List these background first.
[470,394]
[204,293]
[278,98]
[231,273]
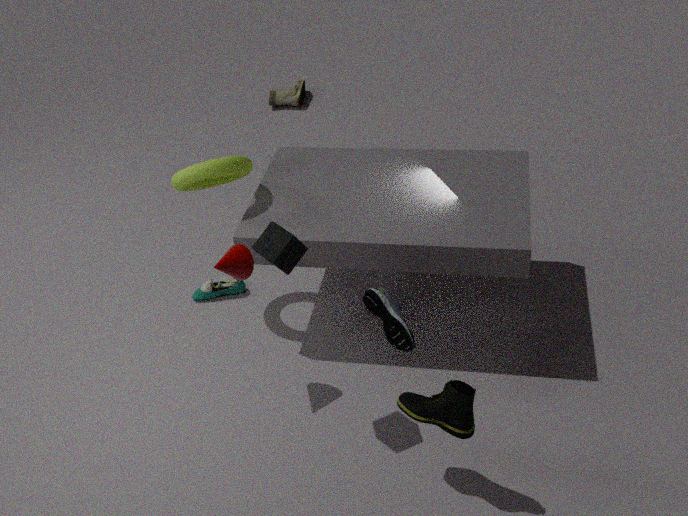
[278,98] → [204,293] → [231,273] → [470,394]
